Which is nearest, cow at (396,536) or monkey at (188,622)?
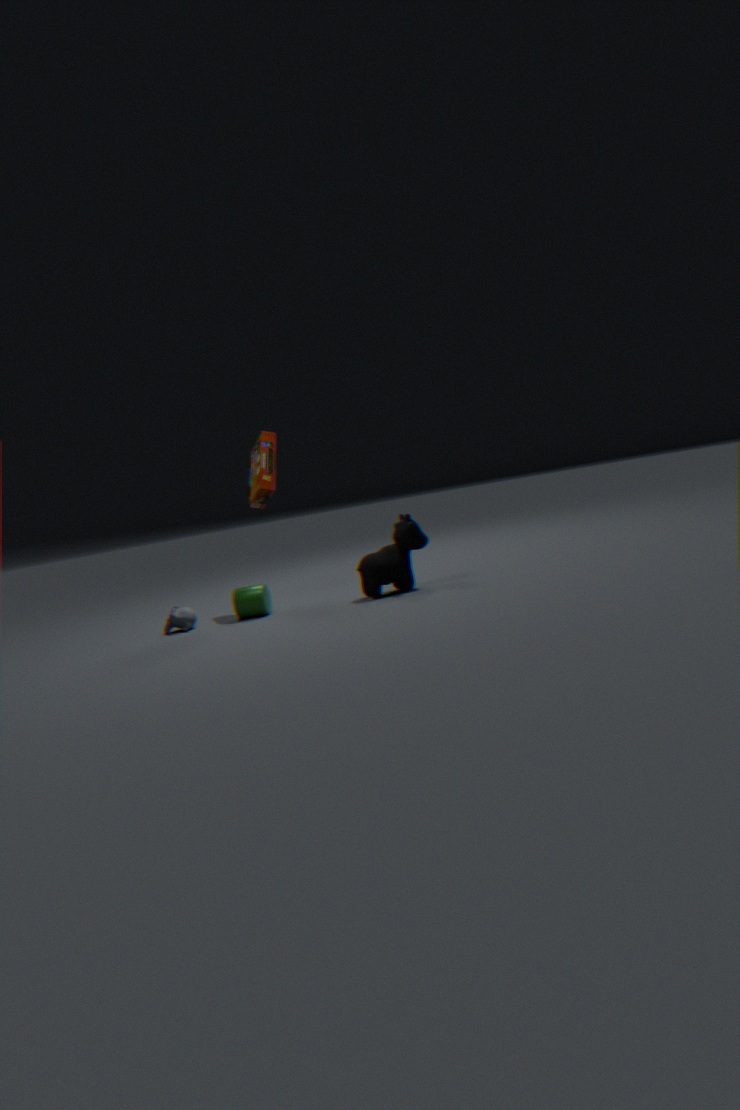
cow at (396,536)
